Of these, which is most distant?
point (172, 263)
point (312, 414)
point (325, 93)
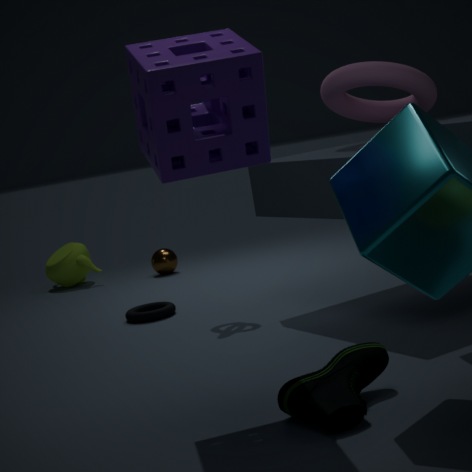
point (172, 263)
